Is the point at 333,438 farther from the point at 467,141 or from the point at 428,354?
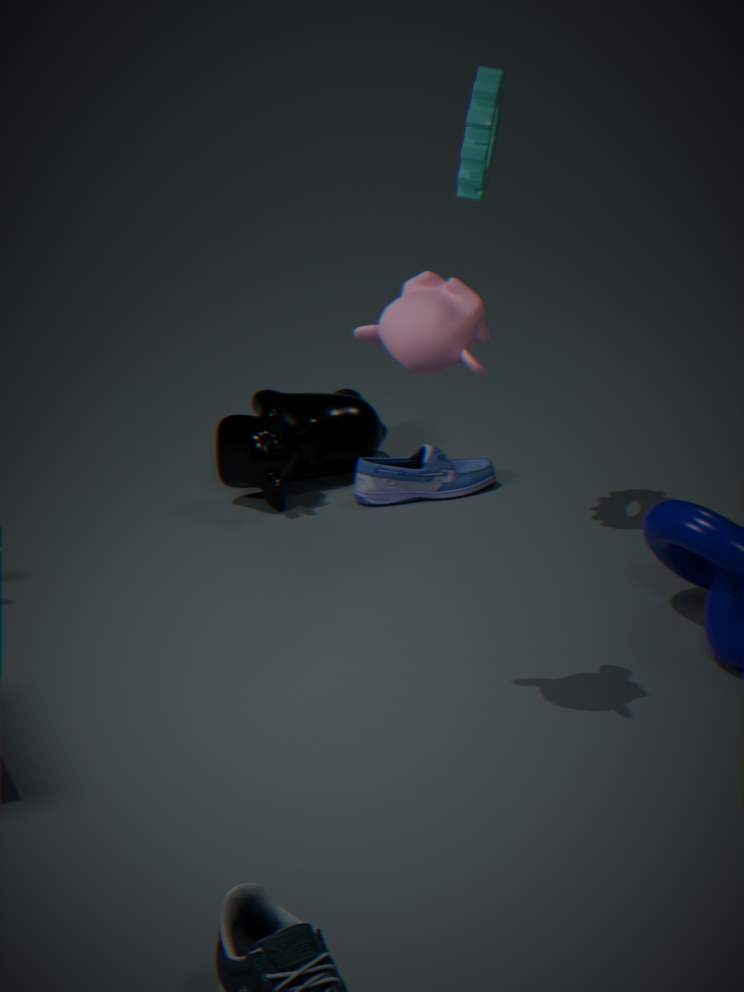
the point at 428,354
